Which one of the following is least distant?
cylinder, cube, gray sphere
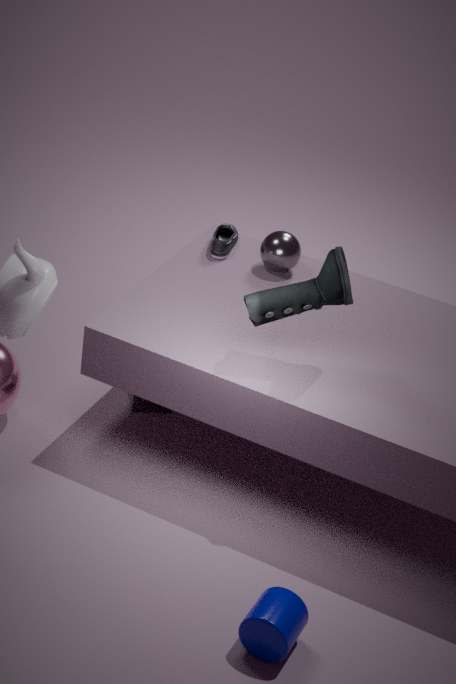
cylinder
